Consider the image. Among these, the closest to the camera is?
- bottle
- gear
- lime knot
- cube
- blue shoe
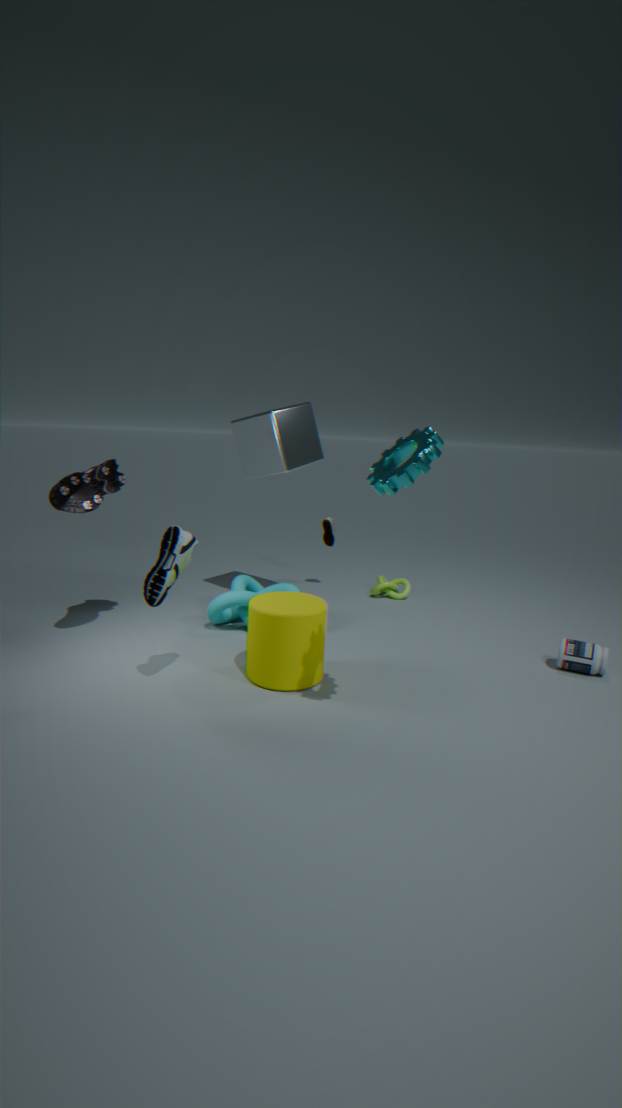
gear
